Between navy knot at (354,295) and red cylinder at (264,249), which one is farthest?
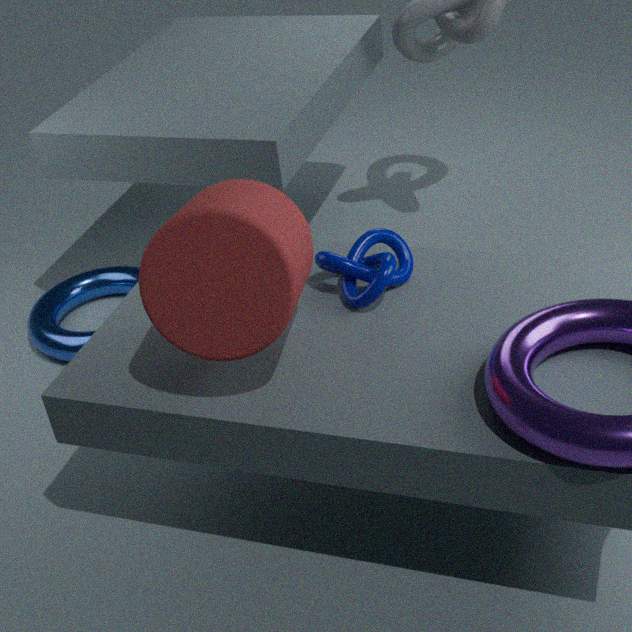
navy knot at (354,295)
